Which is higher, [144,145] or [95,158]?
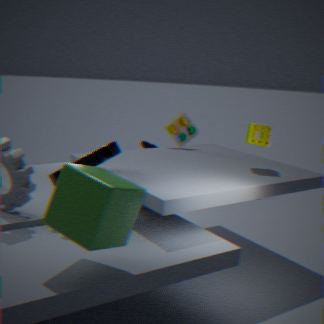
[95,158]
